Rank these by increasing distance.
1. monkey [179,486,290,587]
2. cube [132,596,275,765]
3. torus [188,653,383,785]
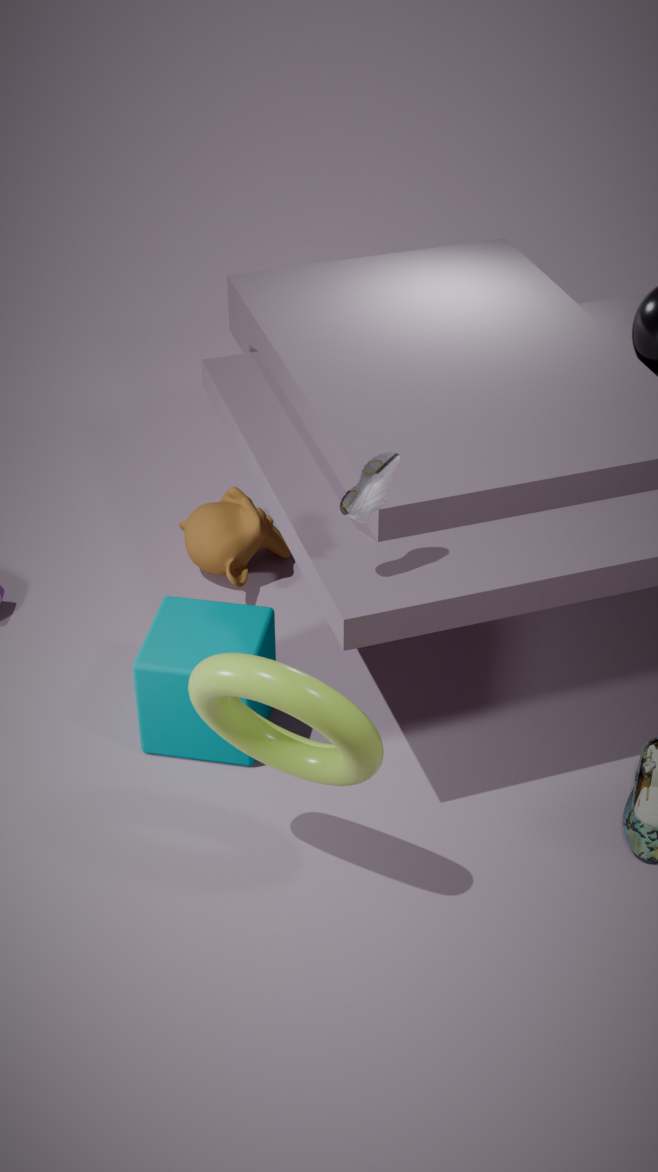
torus [188,653,383,785], cube [132,596,275,765], monkey [179,486,290,587]
